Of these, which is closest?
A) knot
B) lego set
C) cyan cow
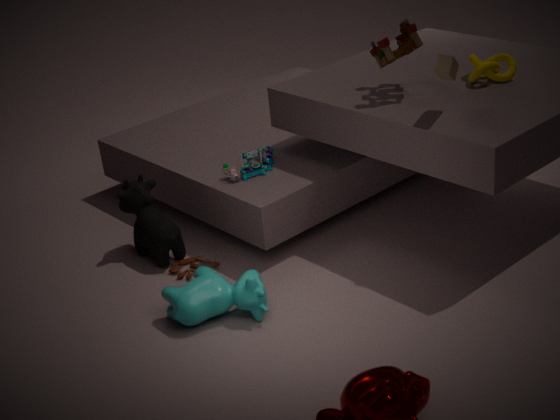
cyan cow
